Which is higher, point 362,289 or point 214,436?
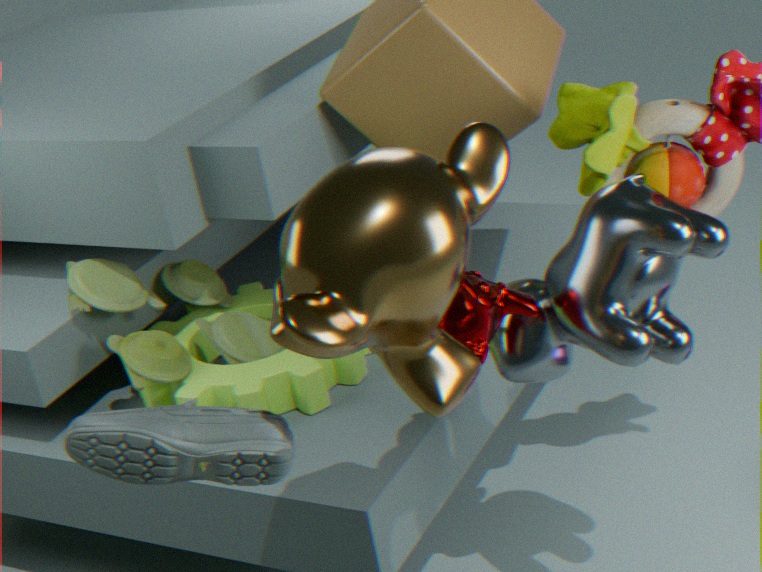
point 362,289
